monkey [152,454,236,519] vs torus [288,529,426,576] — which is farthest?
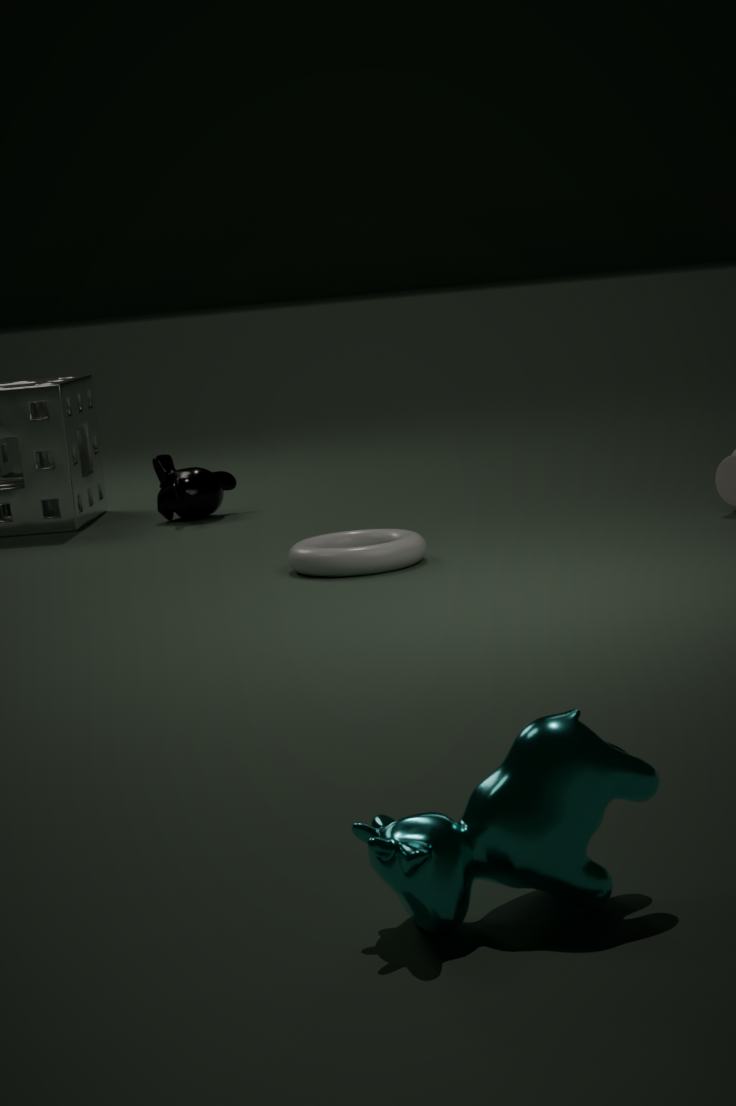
monkey [152,454,236,519]
